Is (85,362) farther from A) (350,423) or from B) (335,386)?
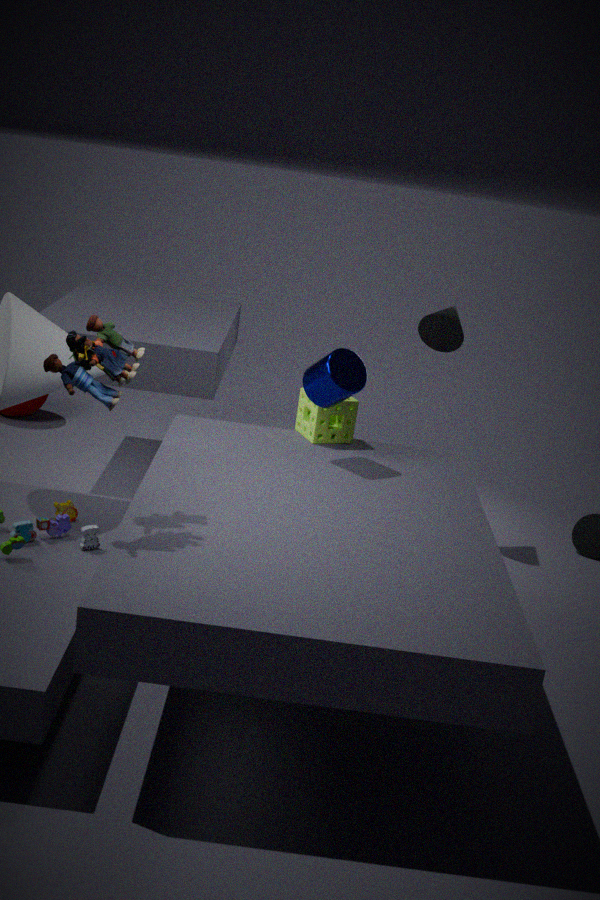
A) (350,423)
